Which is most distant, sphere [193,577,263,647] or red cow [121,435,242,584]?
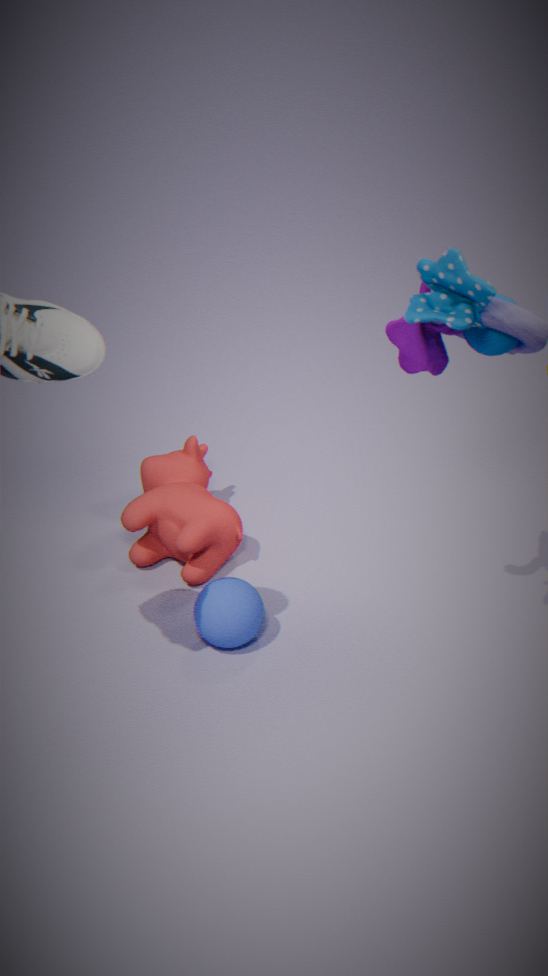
red cow [121,435,242,584]
